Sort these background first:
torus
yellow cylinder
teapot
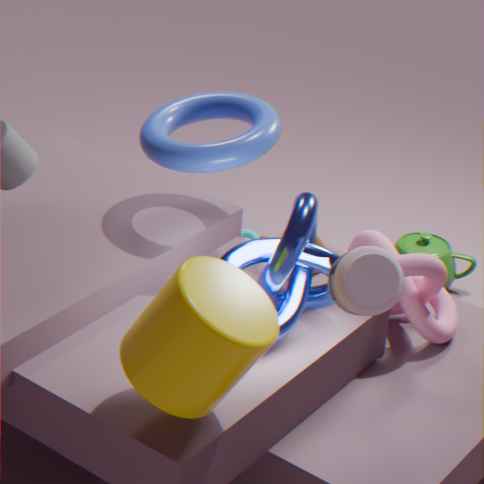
teapot, torus, yellow cylinder
